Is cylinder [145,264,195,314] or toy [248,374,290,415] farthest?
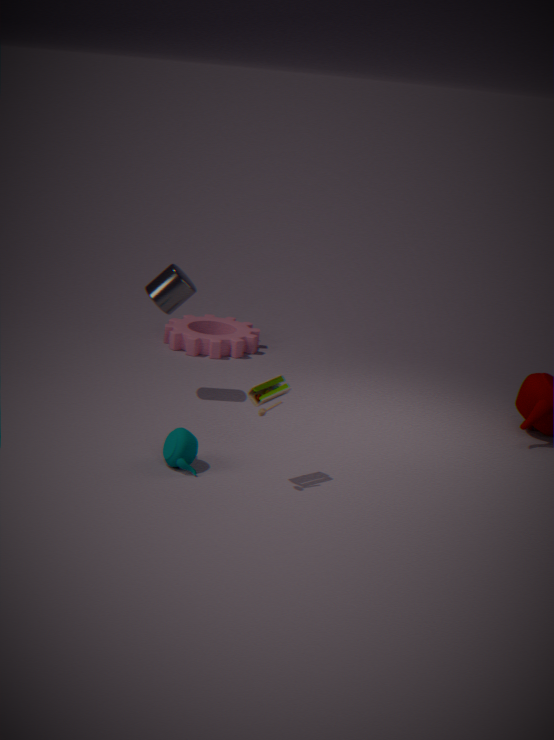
cylinder [145,264,195,314]
